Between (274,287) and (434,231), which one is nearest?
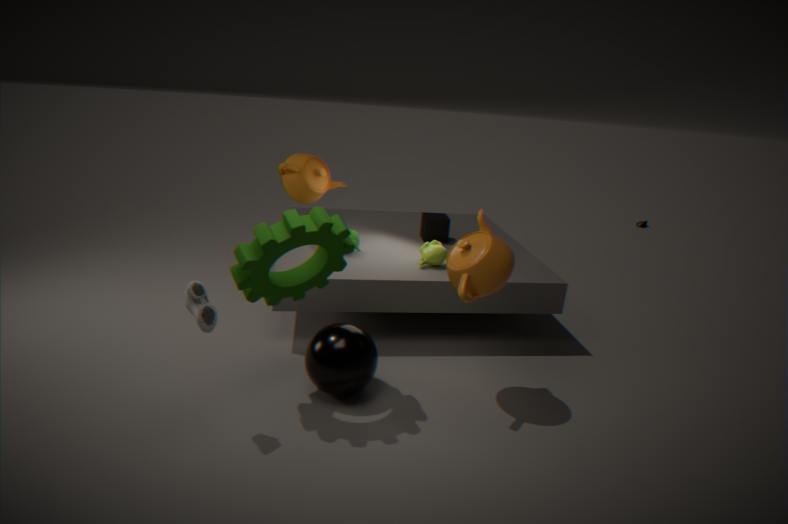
(274,287)
